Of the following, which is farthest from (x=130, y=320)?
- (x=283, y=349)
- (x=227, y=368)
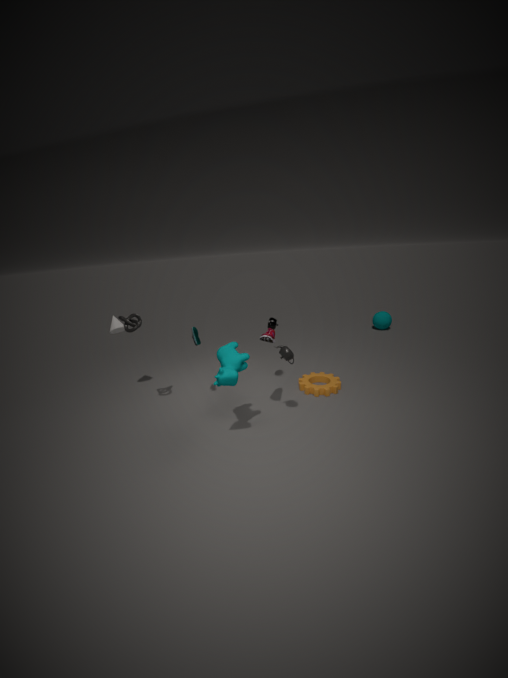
(x=283, y=349)
